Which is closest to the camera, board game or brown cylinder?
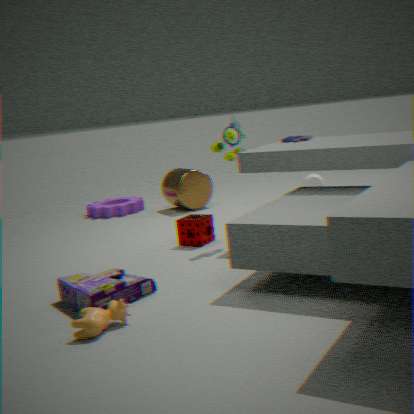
board game
